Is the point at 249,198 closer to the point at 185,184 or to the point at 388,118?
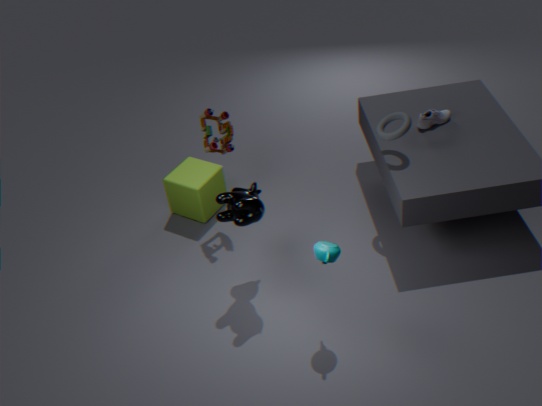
the point at 185,184
